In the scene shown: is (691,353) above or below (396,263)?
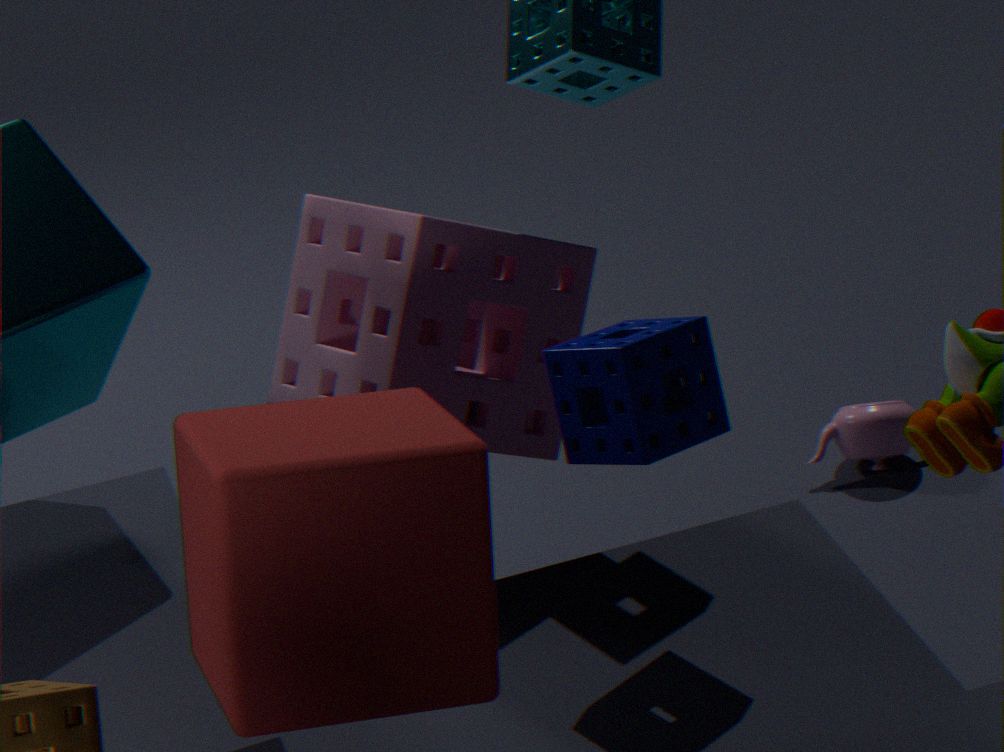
above
